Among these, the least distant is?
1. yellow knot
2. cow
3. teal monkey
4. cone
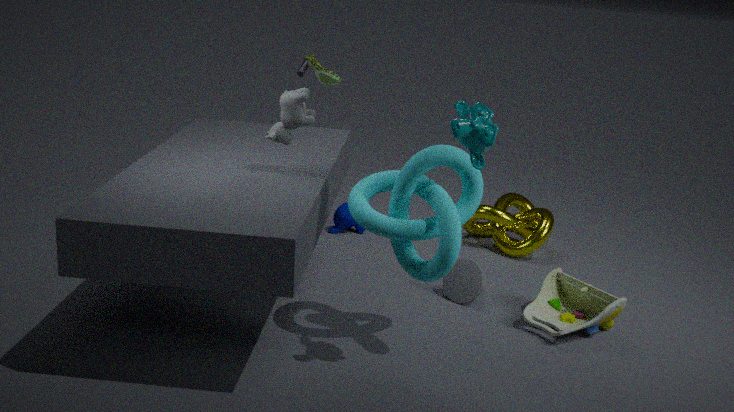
teal monkey
